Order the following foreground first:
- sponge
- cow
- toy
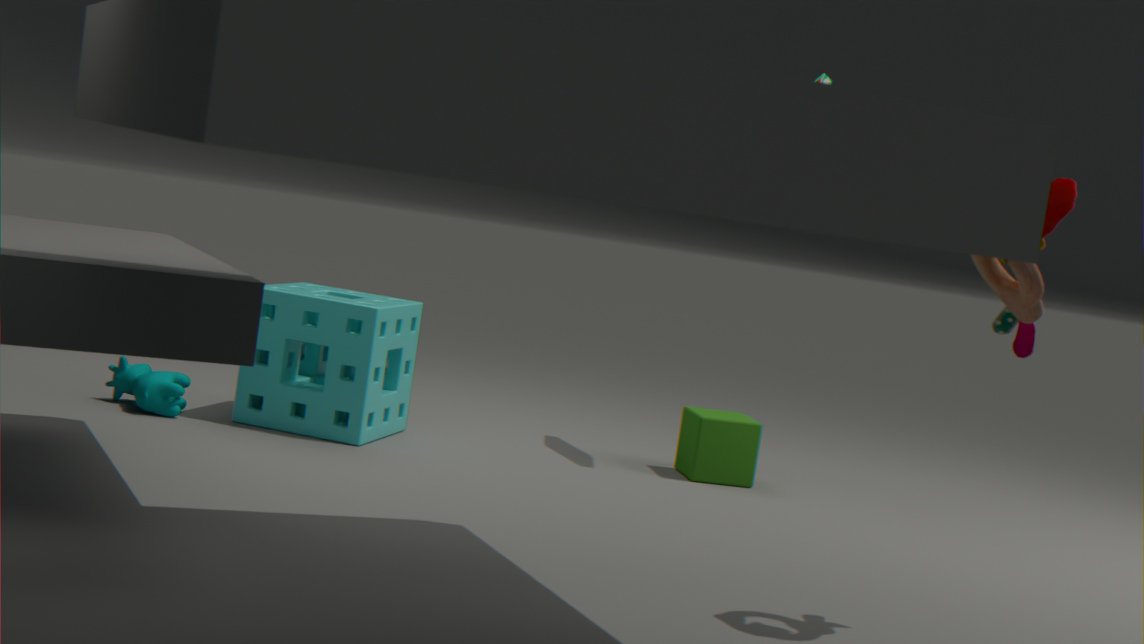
1. toy
2. cow
3. sponge
